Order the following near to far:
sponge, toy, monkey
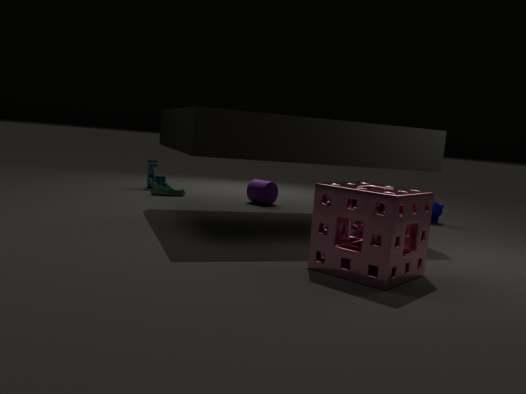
1. sponge
2. monkey
3. toy
